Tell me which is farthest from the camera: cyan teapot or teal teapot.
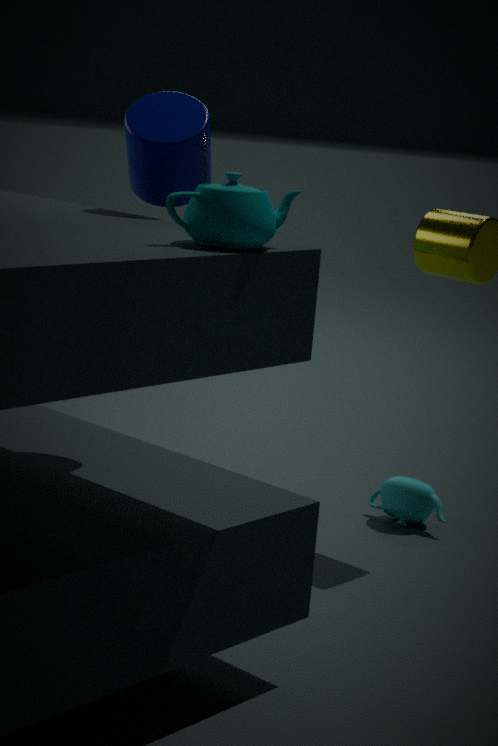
cyan teapot
